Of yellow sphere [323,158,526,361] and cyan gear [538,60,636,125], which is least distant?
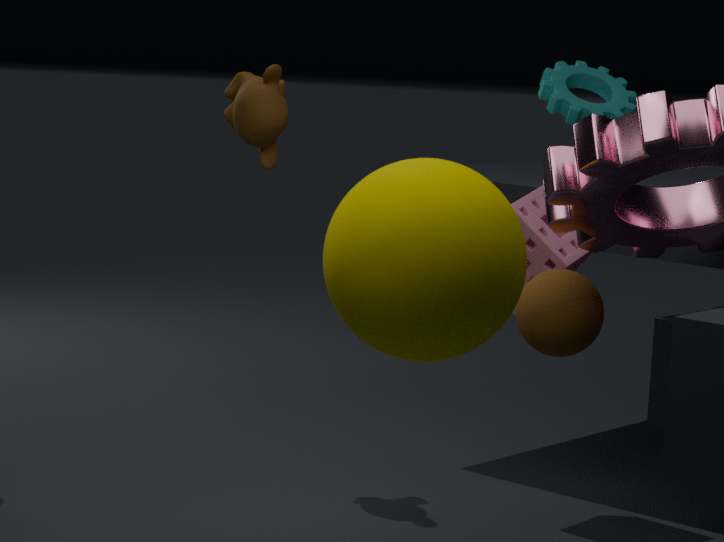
yellow sphere [323,158,526,361]
